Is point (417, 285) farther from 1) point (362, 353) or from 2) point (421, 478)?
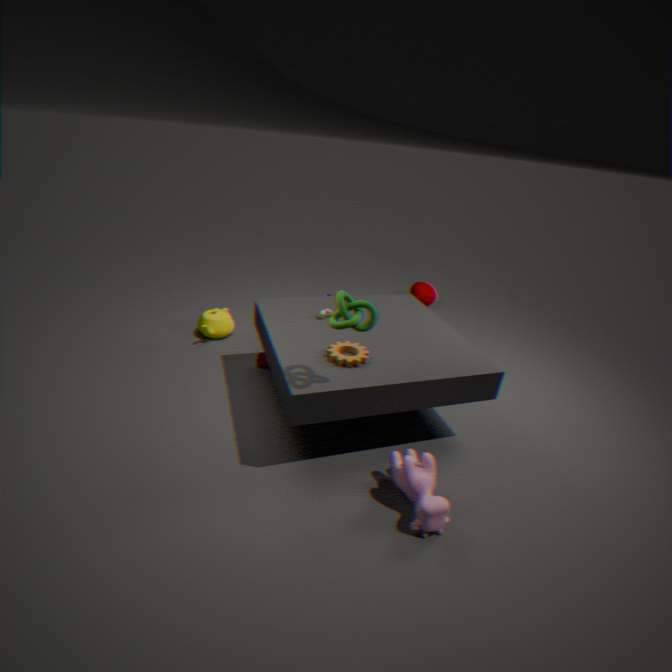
2) point (421, 478)
